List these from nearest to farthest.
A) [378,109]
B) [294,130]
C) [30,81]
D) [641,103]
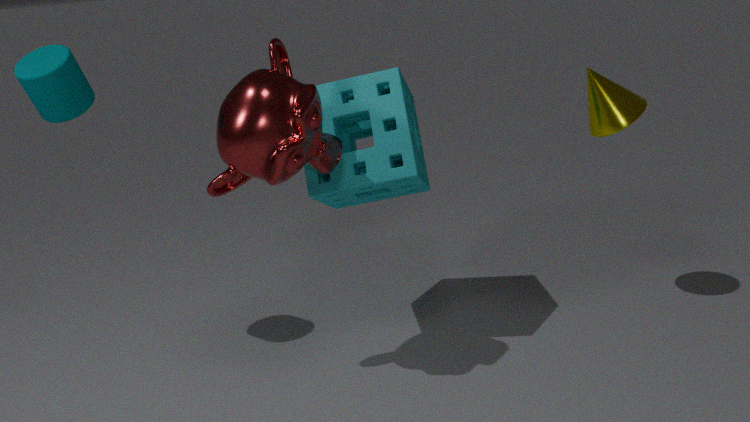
B. [294,130], C. [30,81], A. [378,109], D. [641,103]
